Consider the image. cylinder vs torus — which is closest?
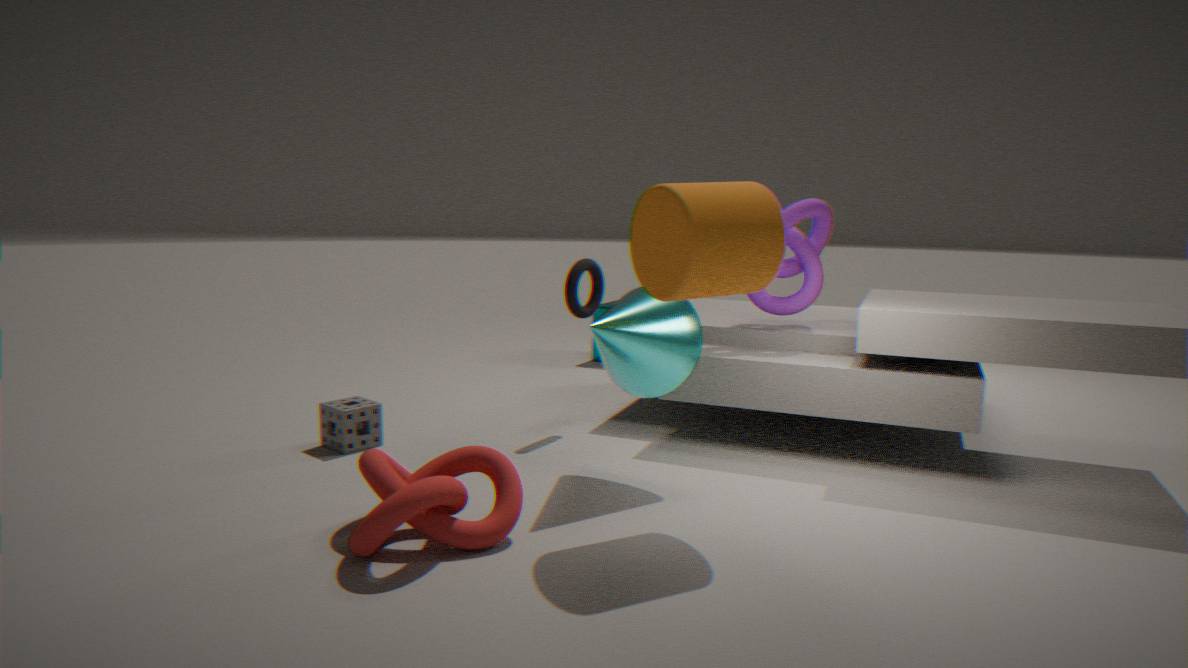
cylinder
